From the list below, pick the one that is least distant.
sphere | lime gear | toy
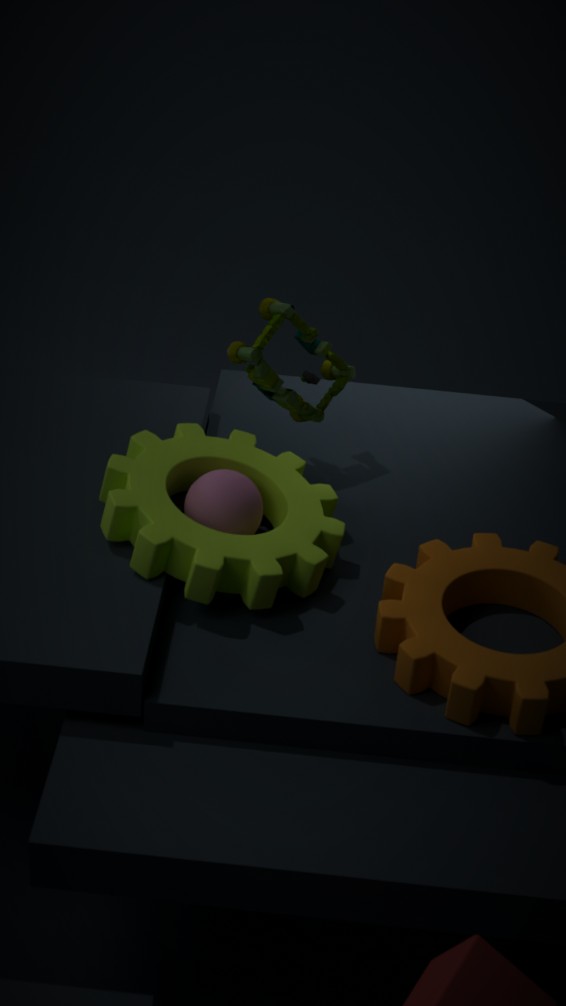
lime gear
